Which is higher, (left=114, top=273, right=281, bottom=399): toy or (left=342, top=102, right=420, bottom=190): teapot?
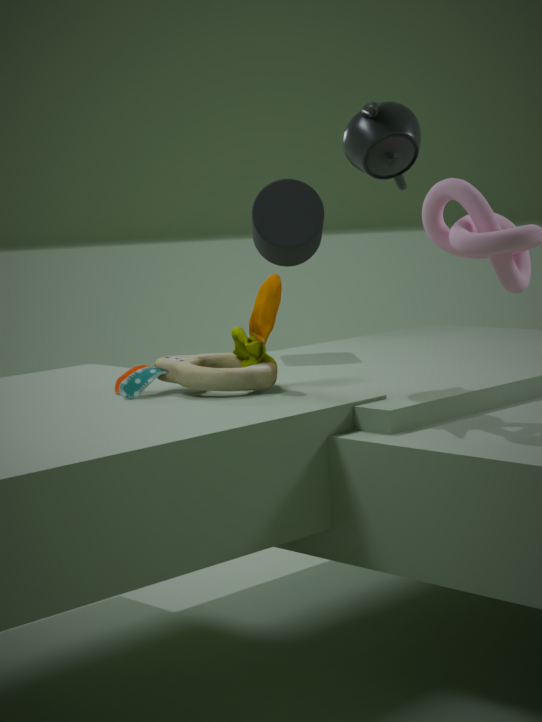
(left=342, top=102, right=420, bottom=190): teapot
